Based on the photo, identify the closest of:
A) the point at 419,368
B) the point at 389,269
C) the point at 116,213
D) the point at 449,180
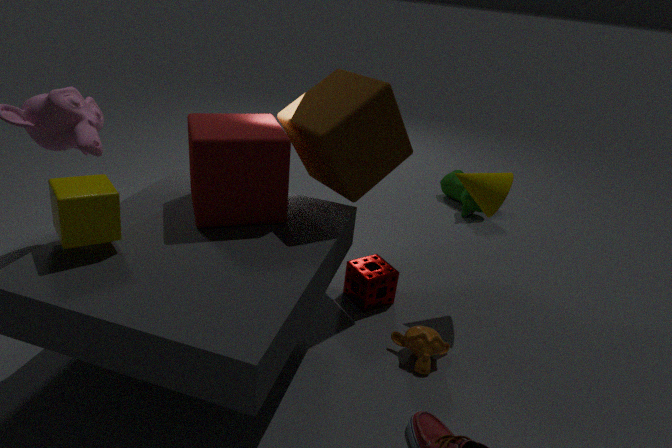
the point at 116,213
